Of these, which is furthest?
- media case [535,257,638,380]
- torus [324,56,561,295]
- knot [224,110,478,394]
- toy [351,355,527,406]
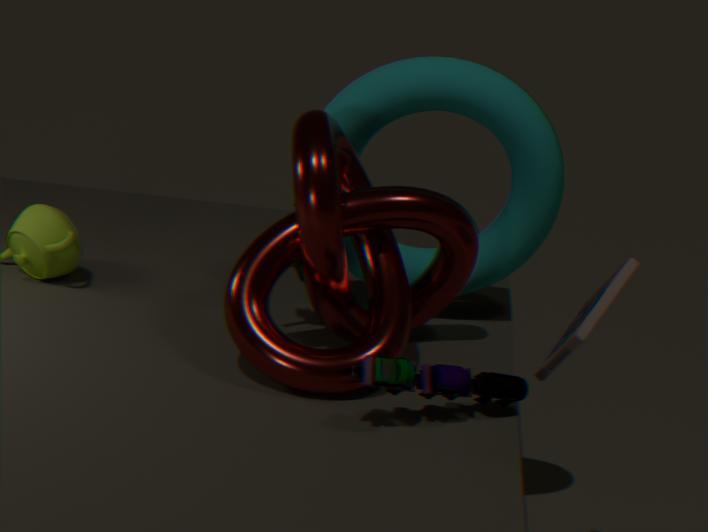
torus [324,56,561,295]
